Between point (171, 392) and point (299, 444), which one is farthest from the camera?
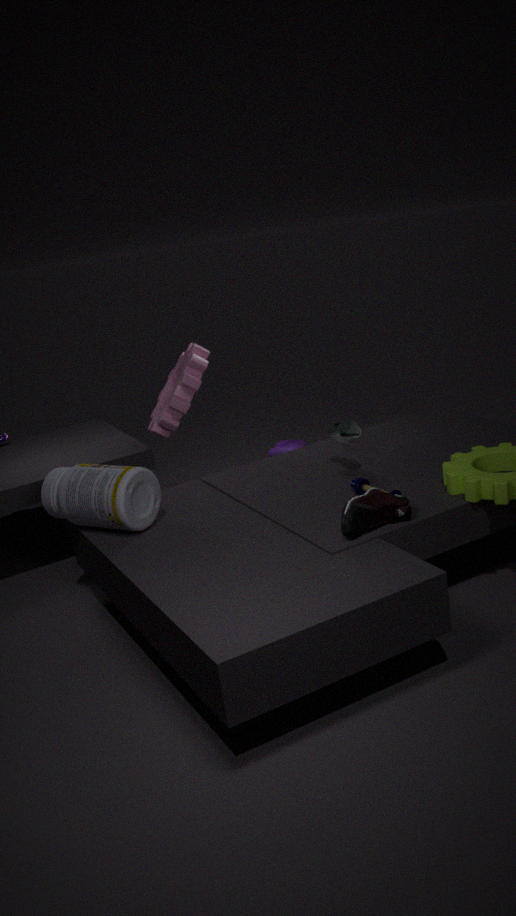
point (299, 444)
